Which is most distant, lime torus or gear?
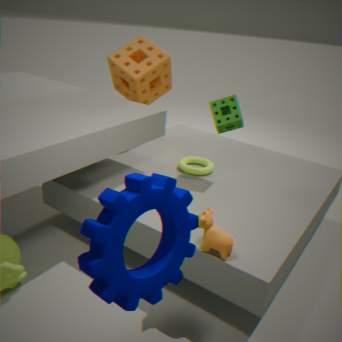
lime torus
